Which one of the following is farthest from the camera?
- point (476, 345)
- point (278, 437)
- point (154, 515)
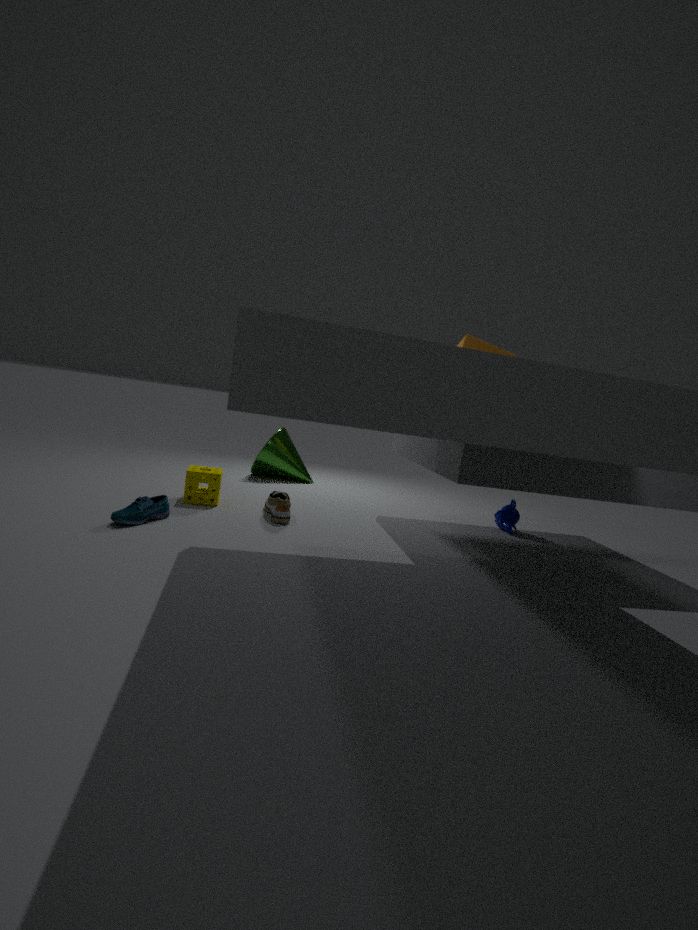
point (278, 437)
